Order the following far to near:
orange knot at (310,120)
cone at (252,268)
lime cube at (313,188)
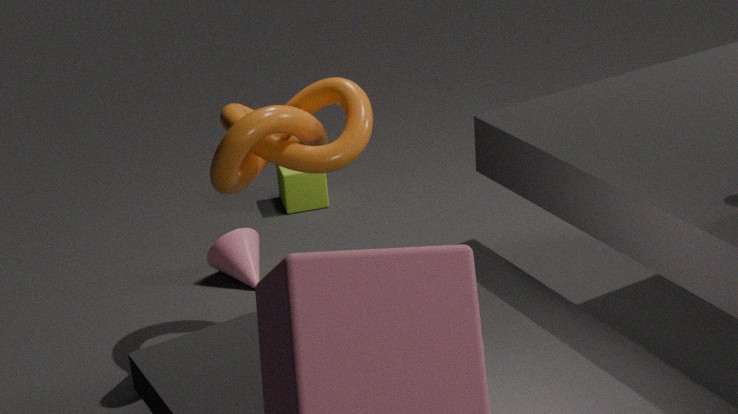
lime cube at (313,188)
cone at (252,268)
orange knot at (310,120)
